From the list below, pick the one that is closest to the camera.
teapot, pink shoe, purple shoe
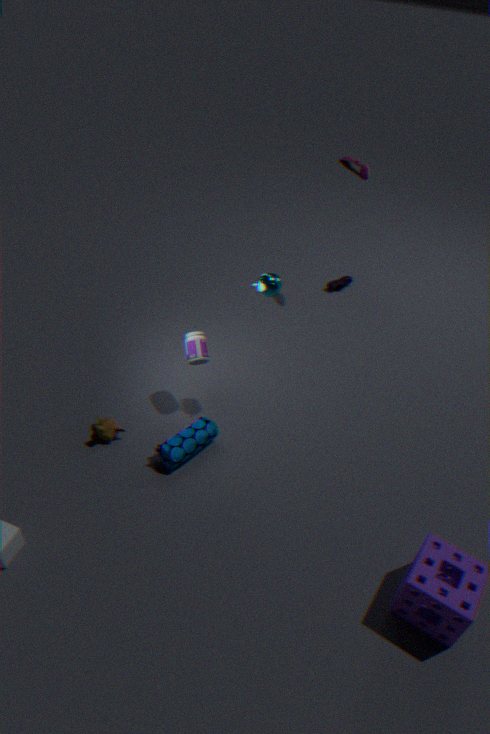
teapot
